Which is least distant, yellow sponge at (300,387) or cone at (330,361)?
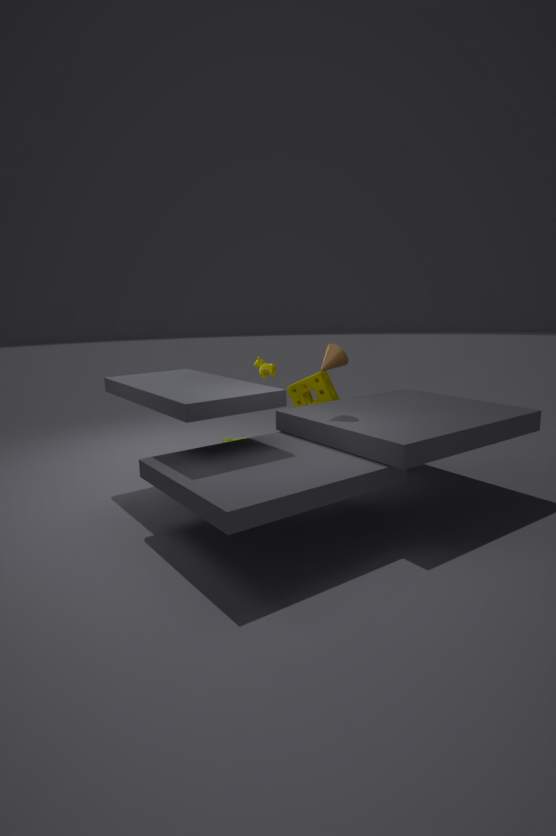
cone at (330,361)
